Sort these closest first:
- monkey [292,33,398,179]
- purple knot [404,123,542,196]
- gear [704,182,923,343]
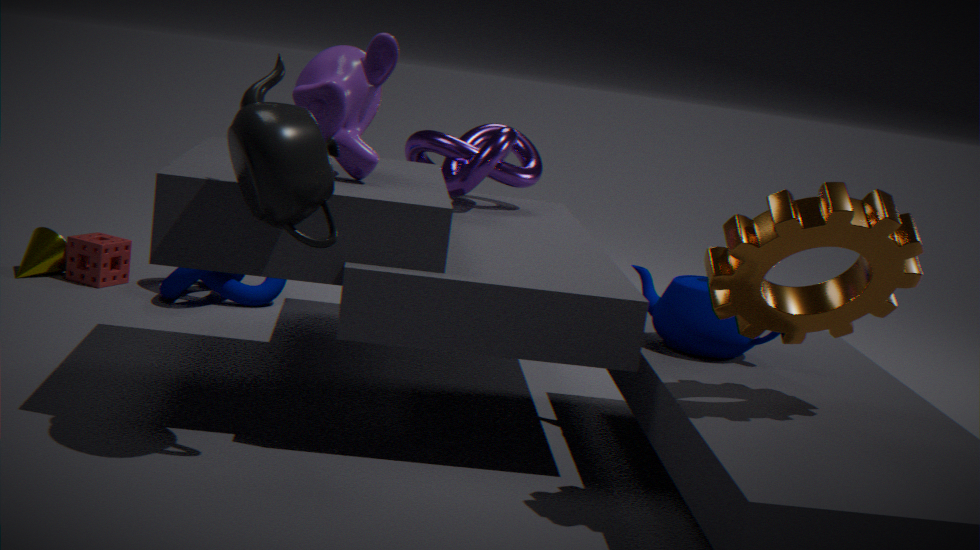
gear [704,182,923,343]
monkey [292,33,398,179]
purple knot [404,123,542,196]
